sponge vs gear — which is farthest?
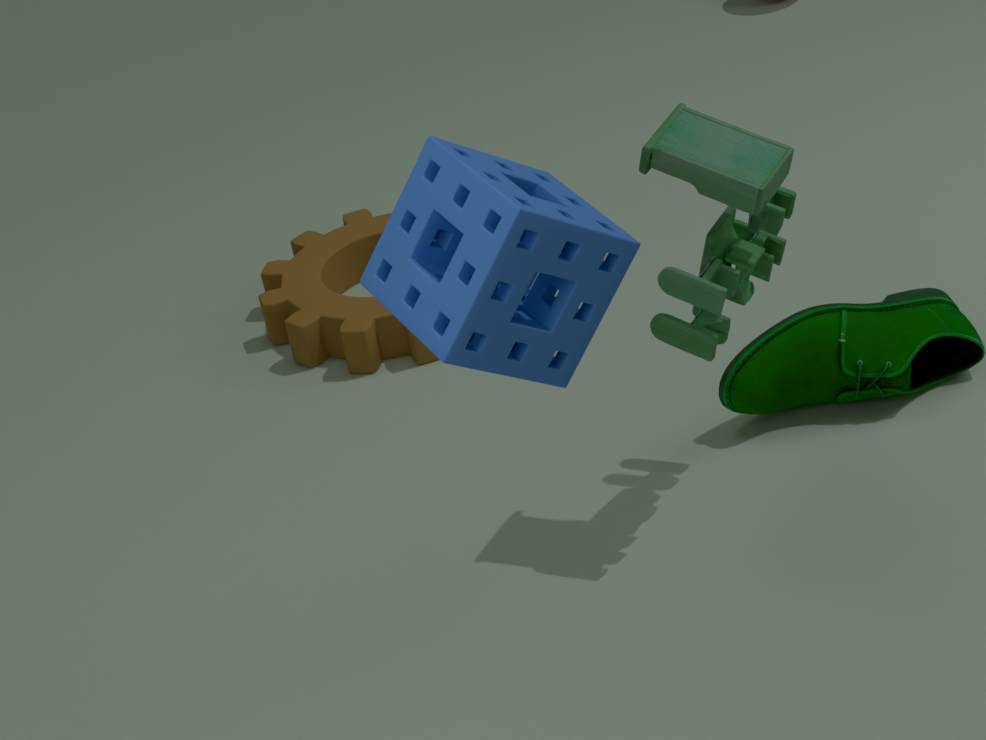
gear
